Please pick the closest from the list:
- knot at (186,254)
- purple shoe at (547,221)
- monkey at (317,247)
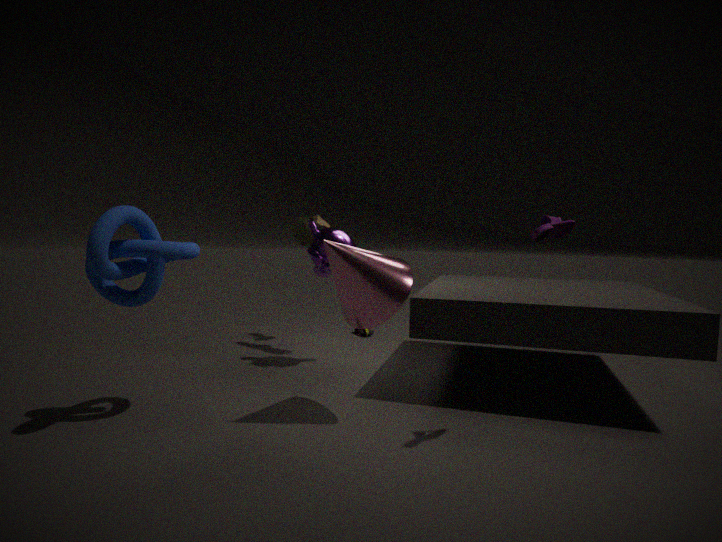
purple shoe at (547,221)
